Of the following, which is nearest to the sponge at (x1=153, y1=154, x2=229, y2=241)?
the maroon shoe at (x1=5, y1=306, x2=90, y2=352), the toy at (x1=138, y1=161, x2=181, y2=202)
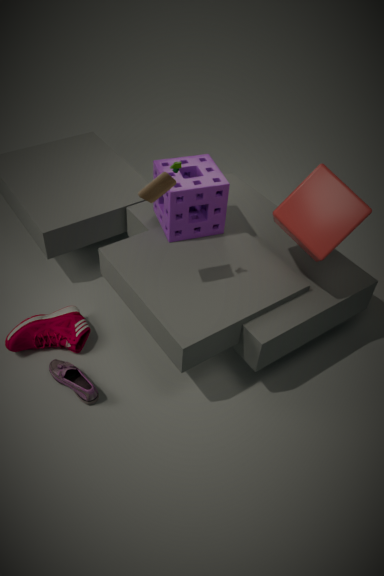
the toy at (x1=138, y1=161, x2=181, y2=202)
